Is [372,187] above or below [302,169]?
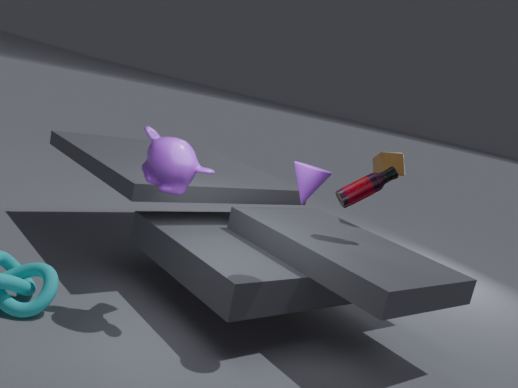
below
